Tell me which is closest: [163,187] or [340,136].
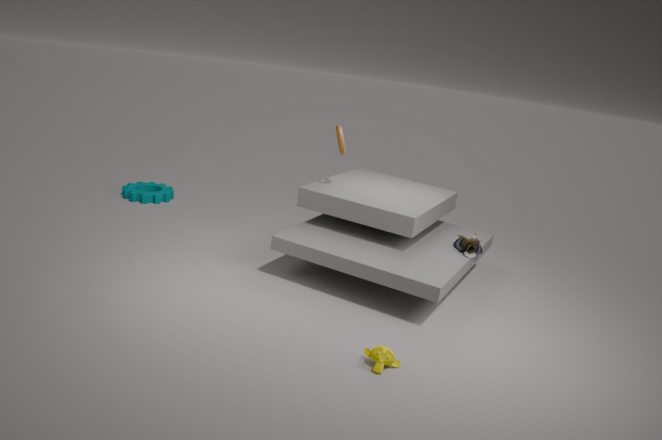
[340,136]
